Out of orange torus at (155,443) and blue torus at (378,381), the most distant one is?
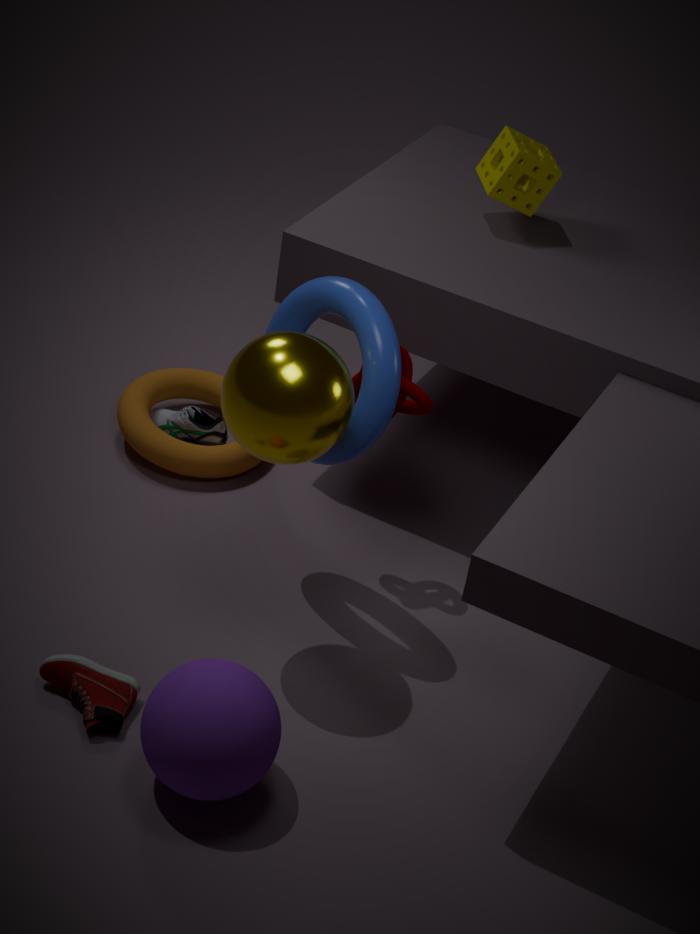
orange torus at (155,443)
